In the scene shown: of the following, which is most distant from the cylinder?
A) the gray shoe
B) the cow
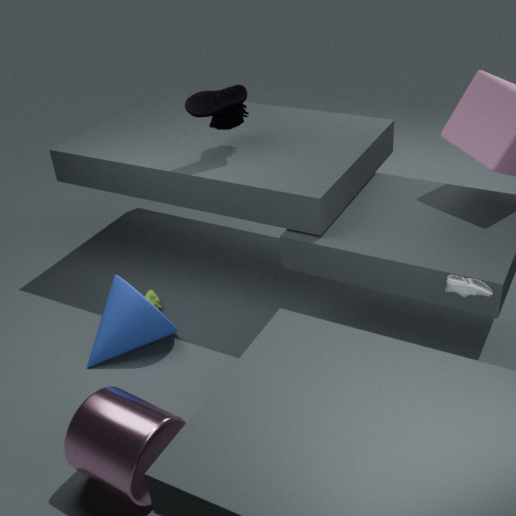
the gray shoe
